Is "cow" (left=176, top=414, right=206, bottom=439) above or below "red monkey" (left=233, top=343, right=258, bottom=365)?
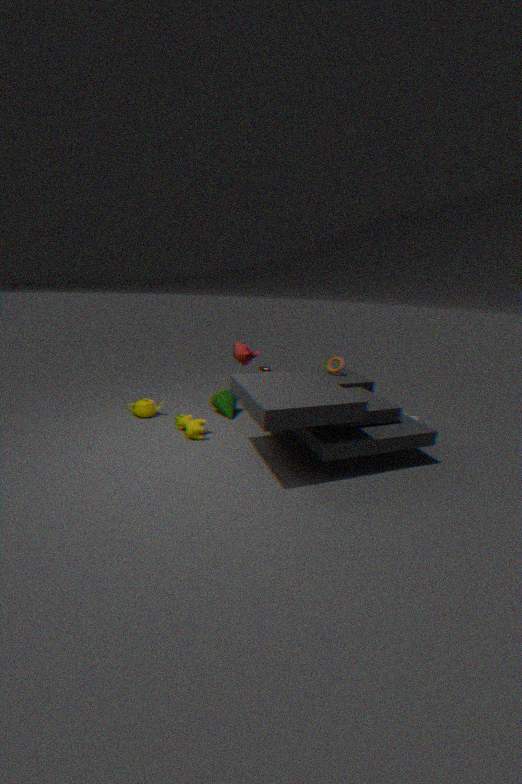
below
